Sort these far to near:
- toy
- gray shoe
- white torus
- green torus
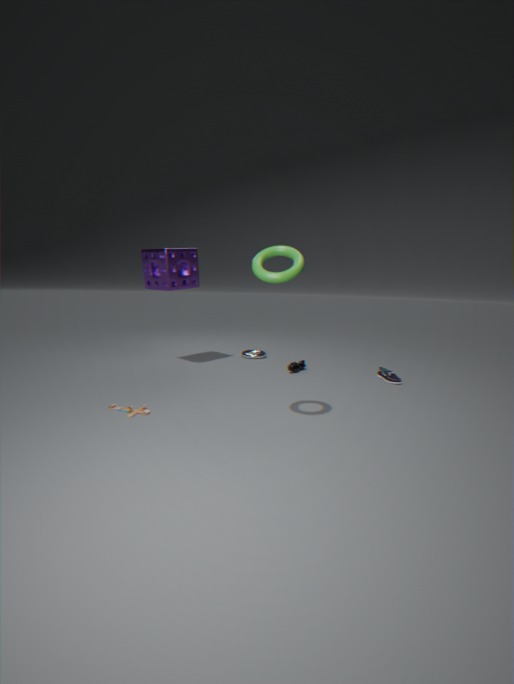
1. white torus
2. gray shoe
3. toy
4. green torus
